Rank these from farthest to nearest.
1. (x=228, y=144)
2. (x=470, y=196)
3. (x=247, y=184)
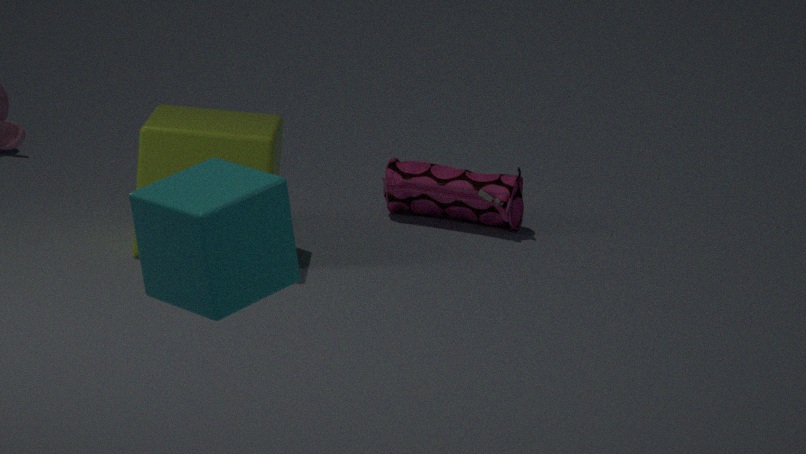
(x=470, y=196) < (x=228, y=144) < (x=247, y=184)
